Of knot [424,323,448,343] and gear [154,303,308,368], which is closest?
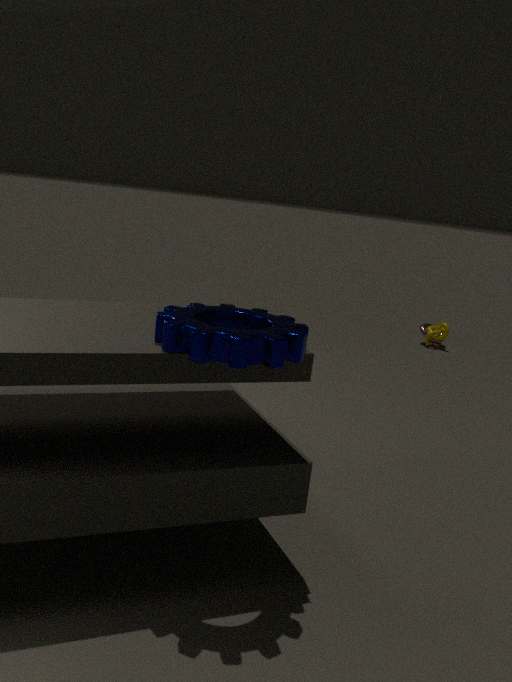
gear [154,303,308,368]
